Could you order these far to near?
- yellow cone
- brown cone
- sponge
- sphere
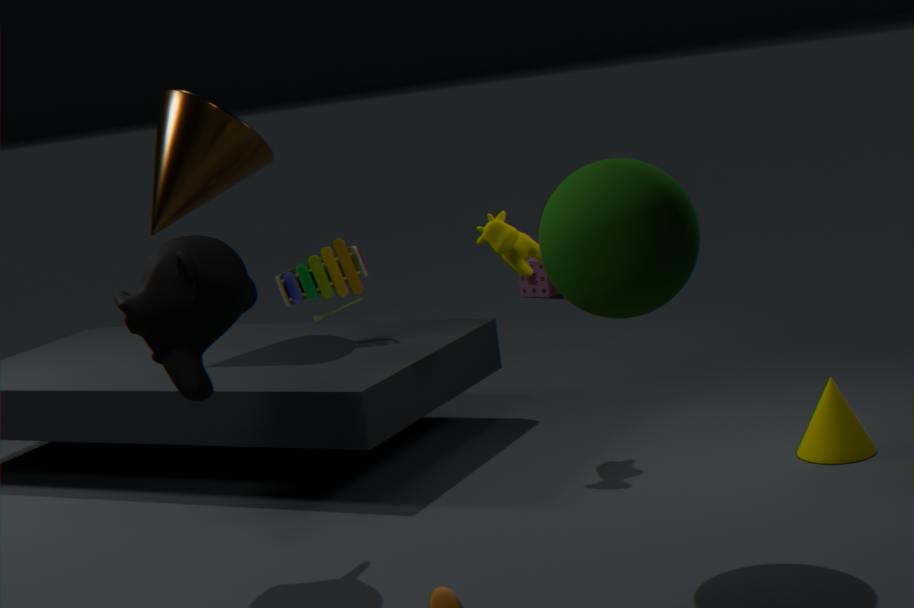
1. sponge
2. brown cone
3. yellow cone
4. sphere
